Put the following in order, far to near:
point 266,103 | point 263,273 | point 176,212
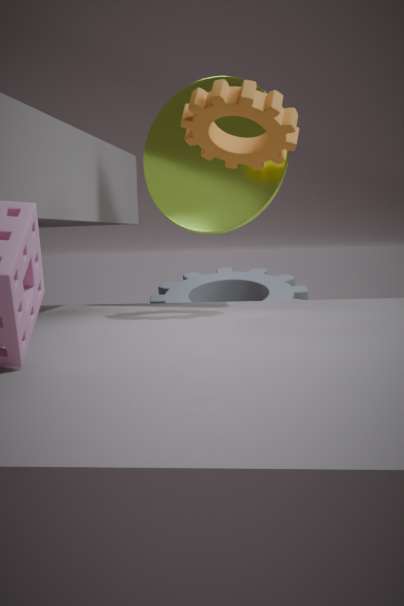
point 263,273 → point 176,212 → point 266,103
